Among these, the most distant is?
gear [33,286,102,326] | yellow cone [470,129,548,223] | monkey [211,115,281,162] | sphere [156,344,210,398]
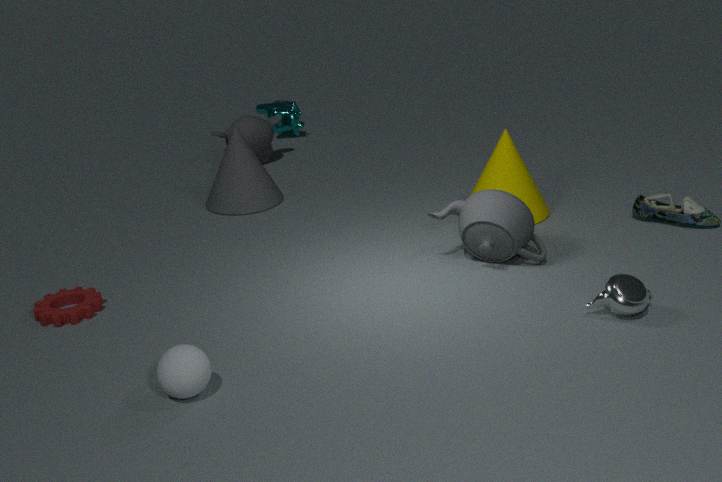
monkey [211,115,281,162]
